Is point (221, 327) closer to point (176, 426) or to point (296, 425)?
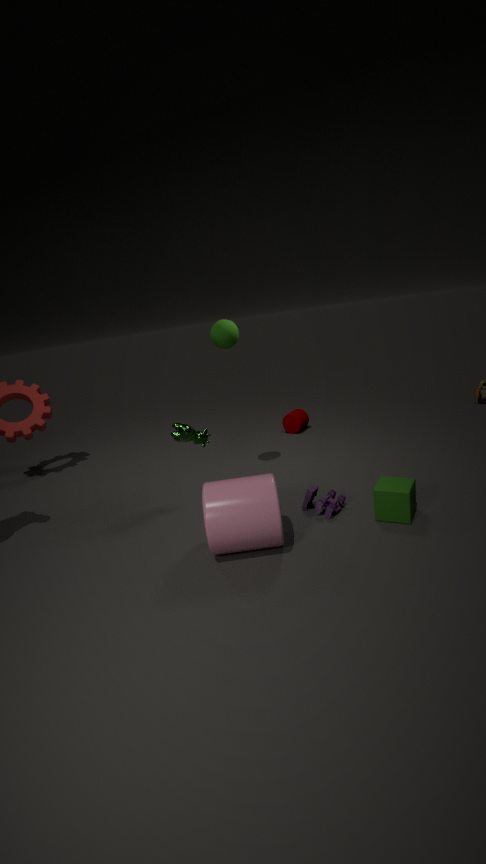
point (176, 426)
